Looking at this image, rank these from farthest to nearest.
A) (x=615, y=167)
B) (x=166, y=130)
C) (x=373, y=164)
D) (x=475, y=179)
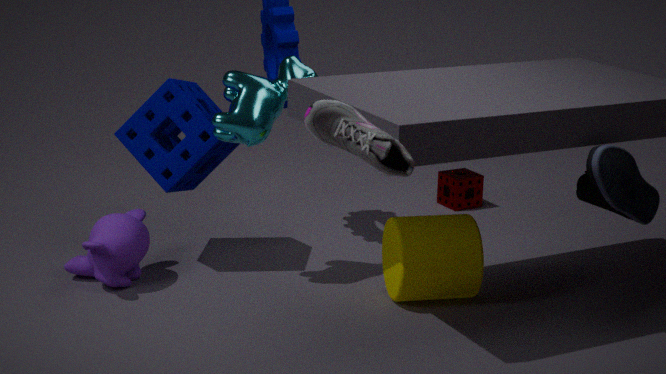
(x=475, y=179) < (x=166, y=130) < (x=615, y=167) < (x=373, y=164)
